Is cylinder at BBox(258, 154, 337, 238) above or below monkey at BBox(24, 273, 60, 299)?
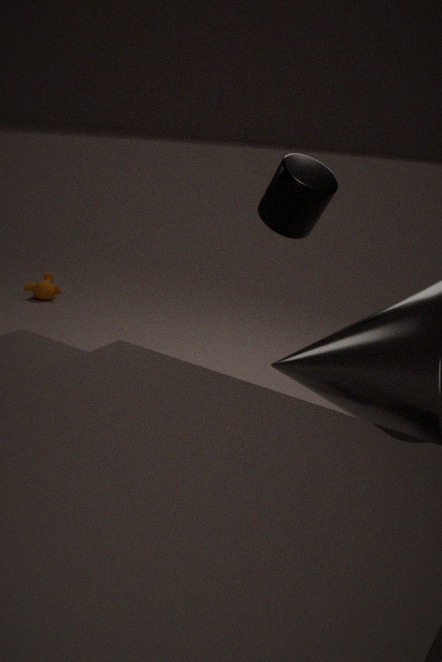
above
